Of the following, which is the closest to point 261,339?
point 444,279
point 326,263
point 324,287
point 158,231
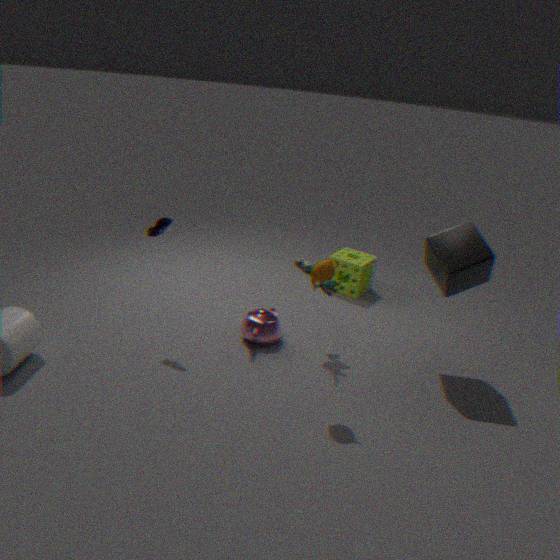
point 324,287
